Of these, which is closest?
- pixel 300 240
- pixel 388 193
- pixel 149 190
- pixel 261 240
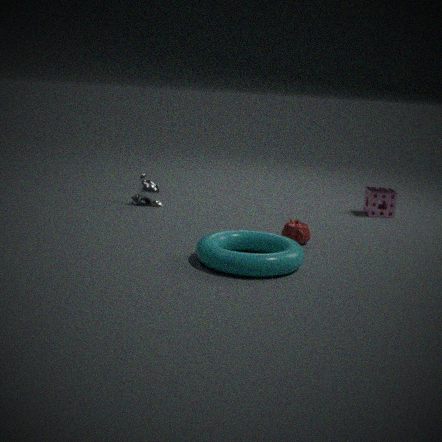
pixel 261 240
